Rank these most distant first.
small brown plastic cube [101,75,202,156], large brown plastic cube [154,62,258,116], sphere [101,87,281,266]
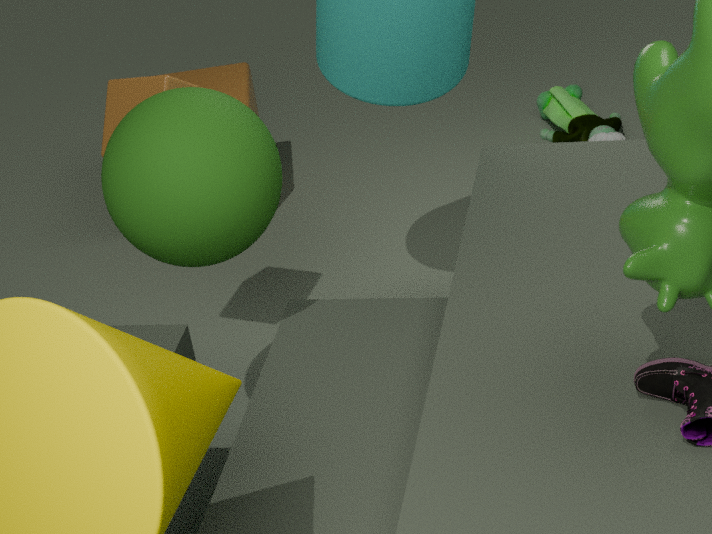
1. large brown plastic cube [154,62,258,116]
2. small brown plastic cube [101,75,202,156]
3. sphere [101,87,281,266]
